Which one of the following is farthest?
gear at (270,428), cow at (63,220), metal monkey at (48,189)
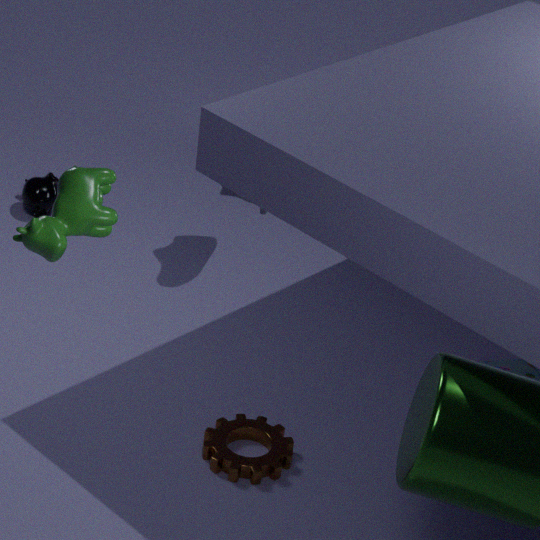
metal monkey at (48,189)
